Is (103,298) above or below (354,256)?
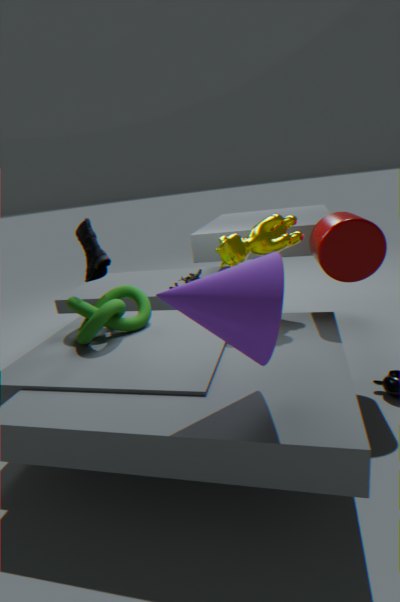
below
